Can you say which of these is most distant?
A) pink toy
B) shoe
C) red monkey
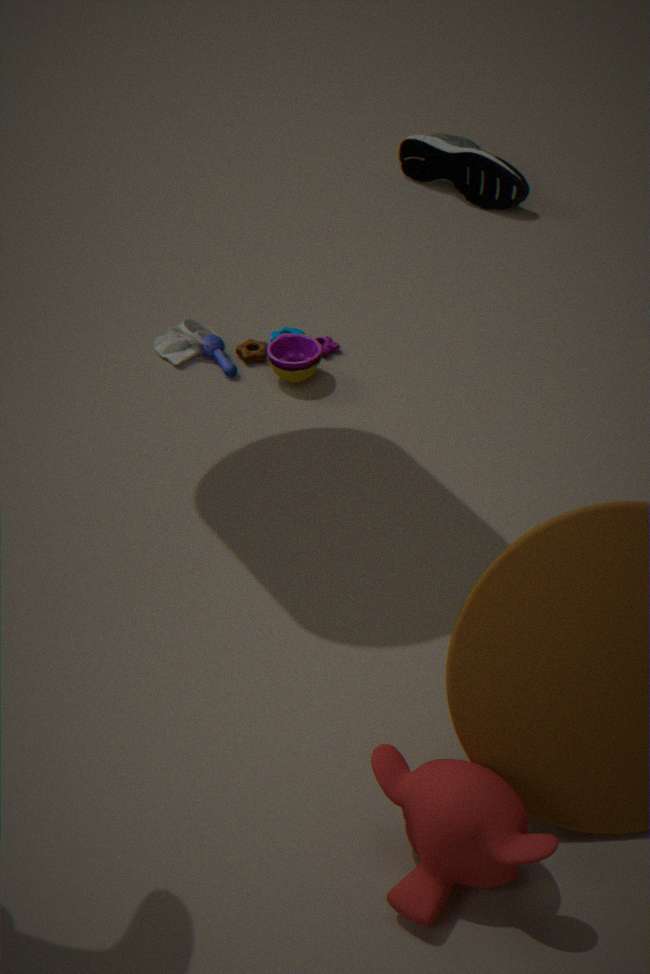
shoe
